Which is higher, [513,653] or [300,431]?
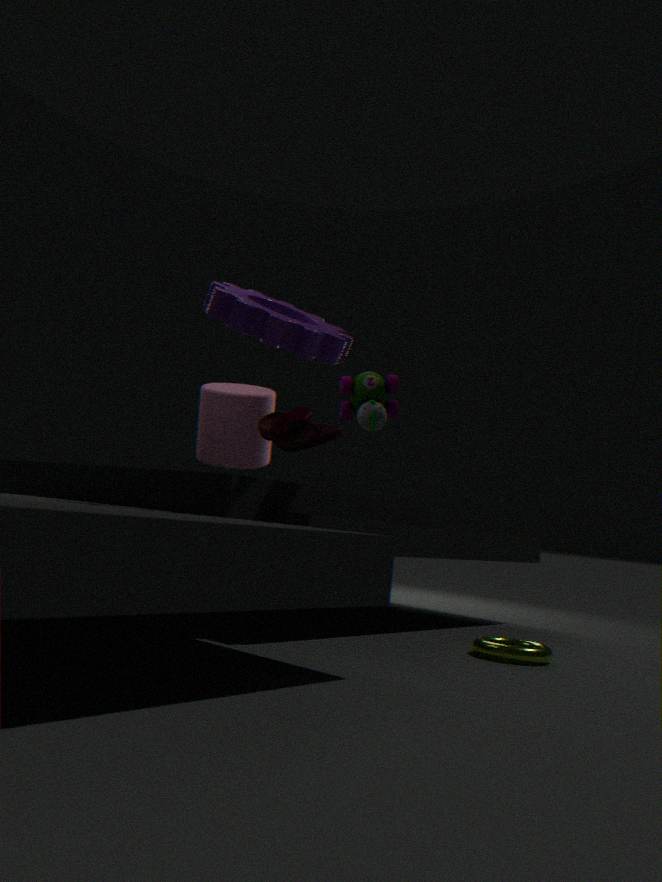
[300,431]
